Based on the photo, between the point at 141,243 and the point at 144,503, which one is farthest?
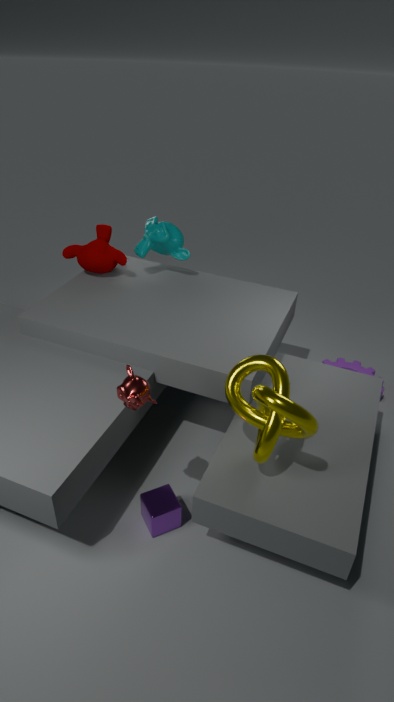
the point at 141,243
